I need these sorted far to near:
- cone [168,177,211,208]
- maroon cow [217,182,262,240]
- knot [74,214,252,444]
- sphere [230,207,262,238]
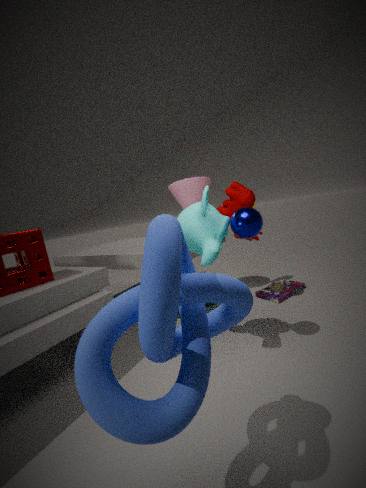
cone [168,177,211,208] → maroon cow [217,182,262,240] → sphere [230,207,262,238] → knot [74,214,252,444]
